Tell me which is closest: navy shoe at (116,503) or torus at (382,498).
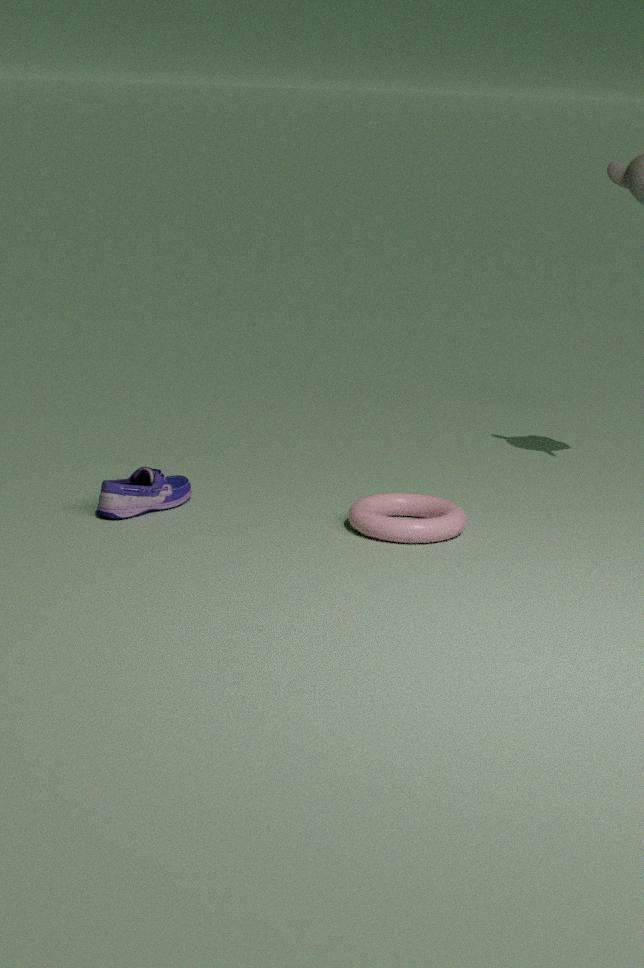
torus at (382,498)
